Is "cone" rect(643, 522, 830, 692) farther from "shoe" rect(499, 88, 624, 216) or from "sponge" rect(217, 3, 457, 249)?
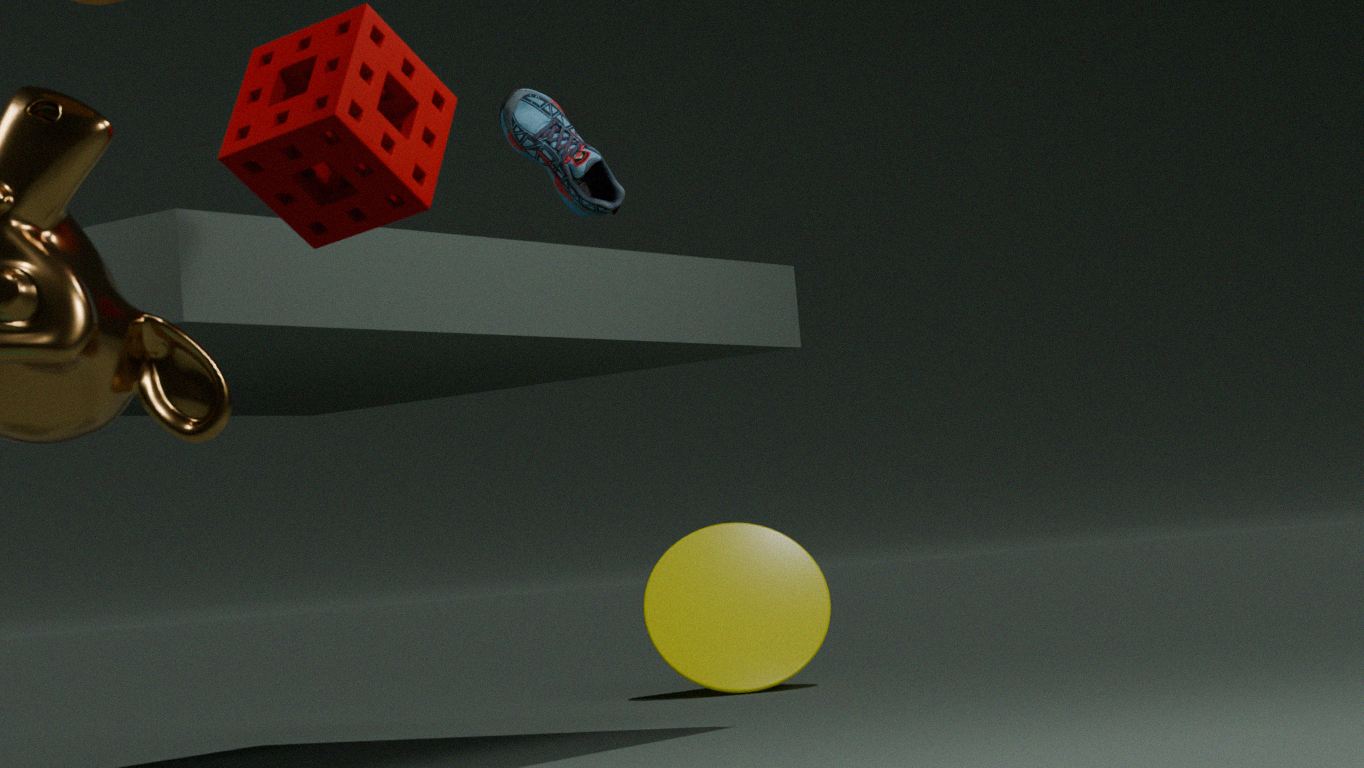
"sponge" rect(217, 3, 457, 249)
